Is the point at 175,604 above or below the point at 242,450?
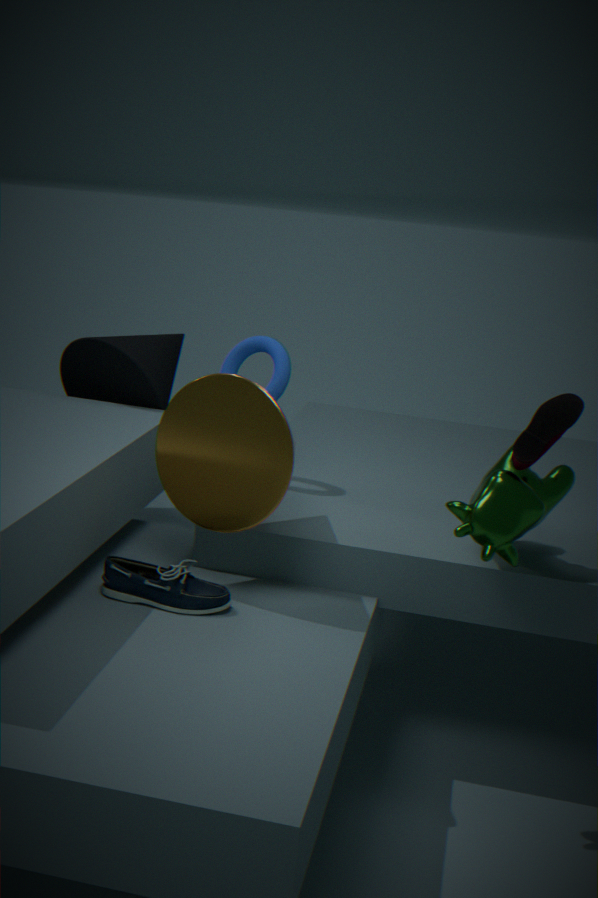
below
